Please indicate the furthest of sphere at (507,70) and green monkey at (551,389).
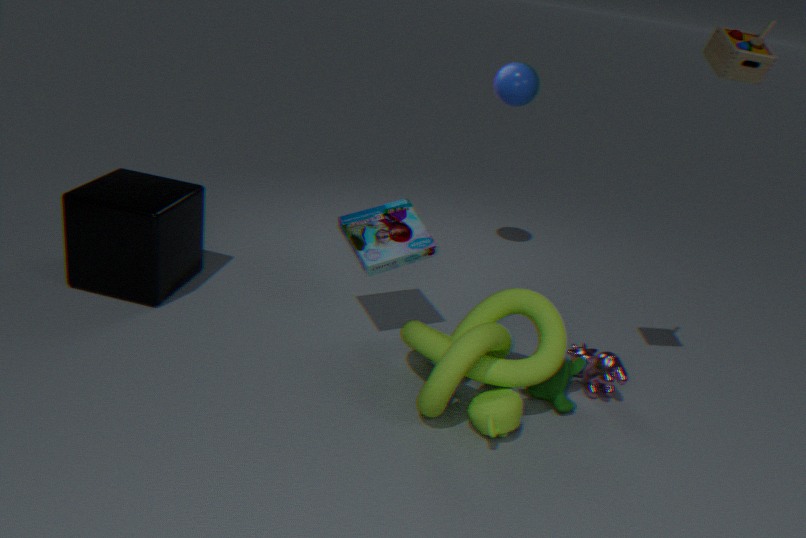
sphere at (507,70)
